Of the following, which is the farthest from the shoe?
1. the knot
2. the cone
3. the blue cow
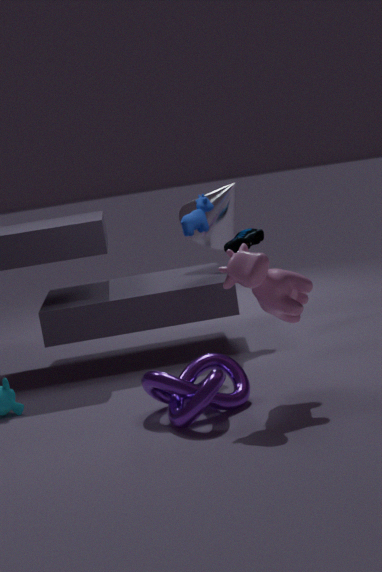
the knot
